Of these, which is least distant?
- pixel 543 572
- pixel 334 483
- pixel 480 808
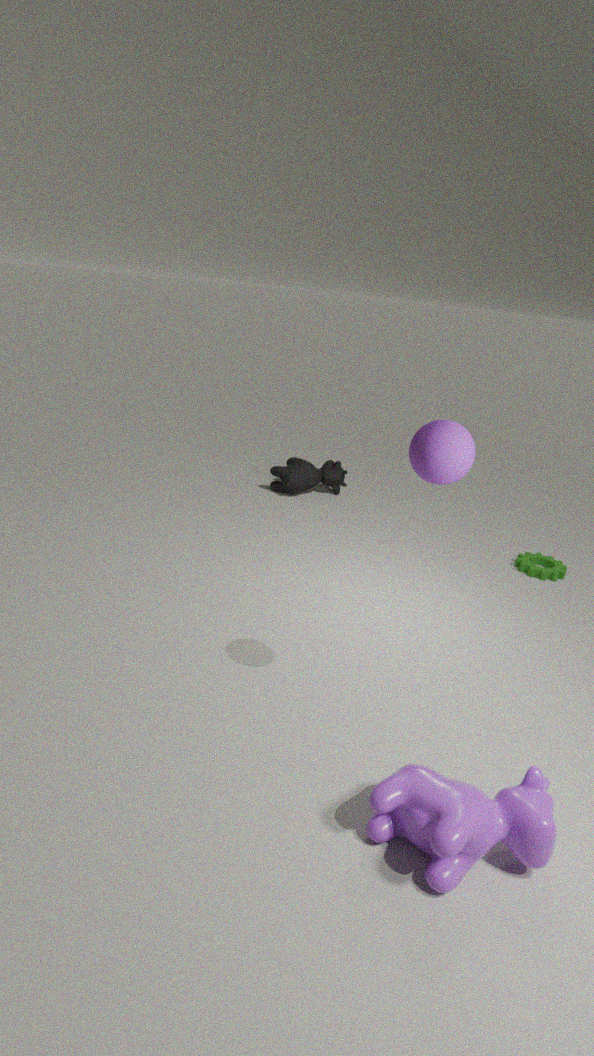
pixel 480 808
